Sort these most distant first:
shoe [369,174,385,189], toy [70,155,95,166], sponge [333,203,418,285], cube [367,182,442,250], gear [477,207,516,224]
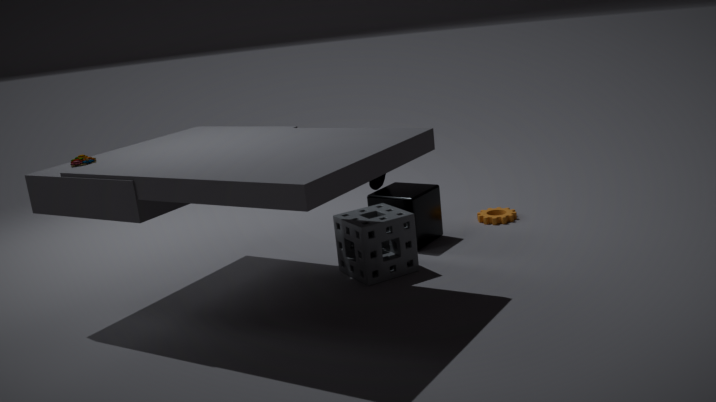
1. gear [477,207,516,224]
2. shoe [369,174,385,189]
3. cube [367,182,442,250]
4. sponge [333,203,418,285]
5. toy [70,155,95,166]
